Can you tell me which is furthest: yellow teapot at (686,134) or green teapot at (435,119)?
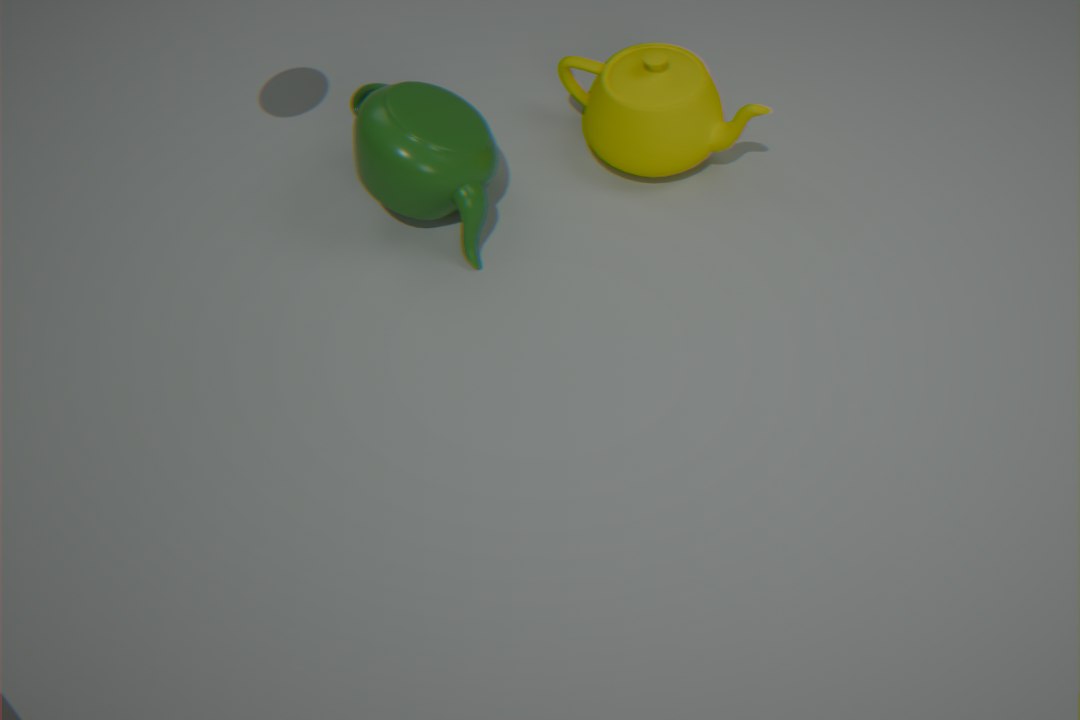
yellow teapot at (686,134)
